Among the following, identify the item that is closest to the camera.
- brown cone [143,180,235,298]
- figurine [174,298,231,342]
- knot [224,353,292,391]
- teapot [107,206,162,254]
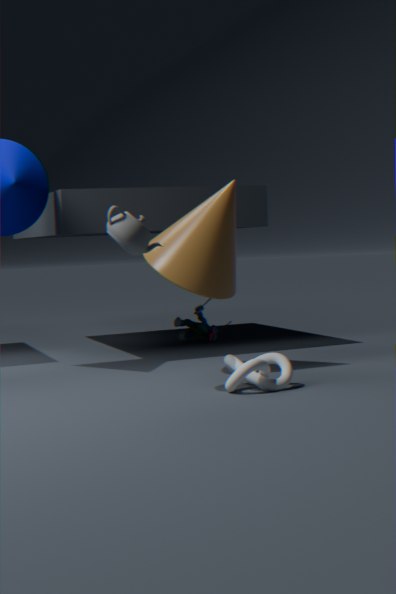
teapot [107,206,162,254]
